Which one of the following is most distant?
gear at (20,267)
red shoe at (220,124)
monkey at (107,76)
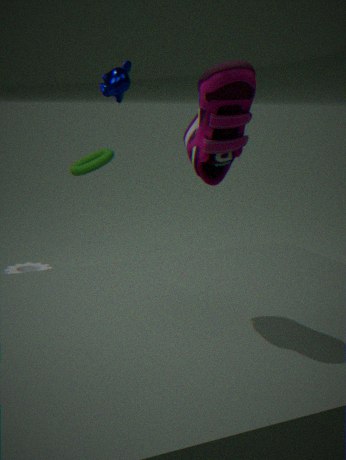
gear at (20,267)
